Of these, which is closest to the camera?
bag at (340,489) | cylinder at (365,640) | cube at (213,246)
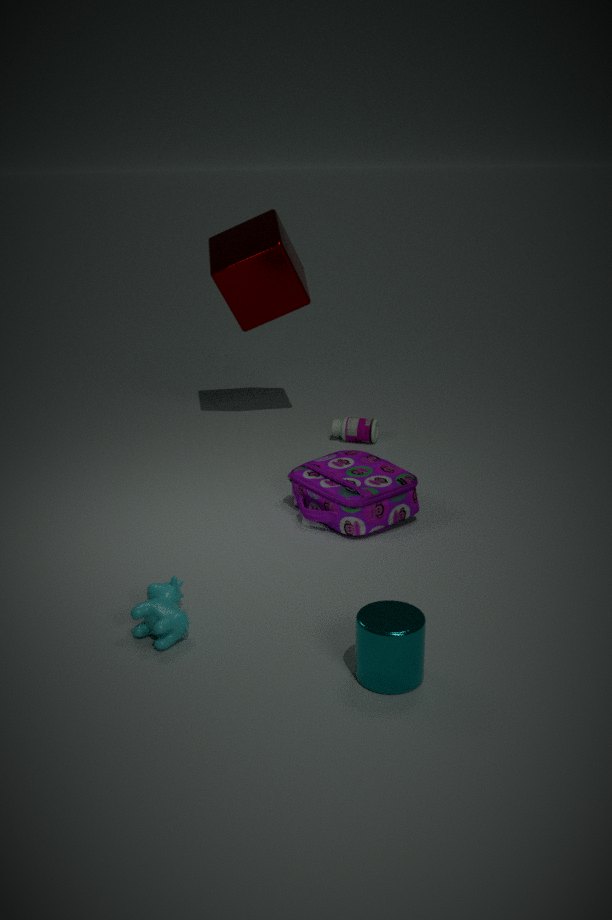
cylinder at (365,640)
